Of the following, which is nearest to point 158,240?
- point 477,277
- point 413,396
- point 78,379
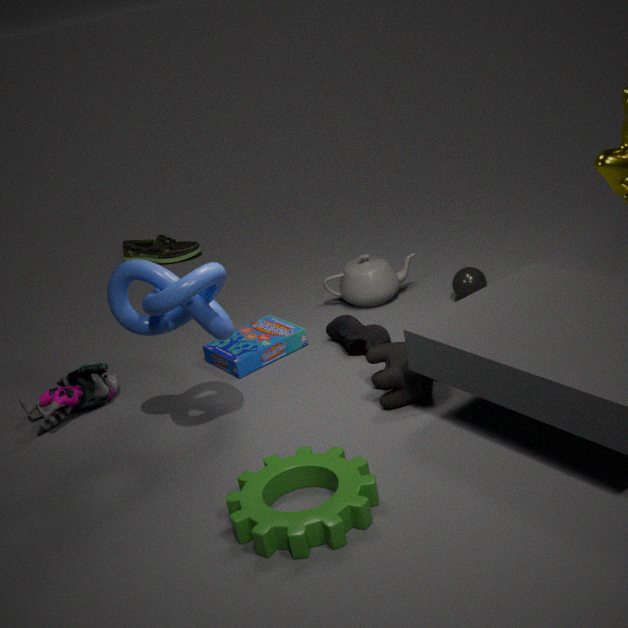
point 78,379
